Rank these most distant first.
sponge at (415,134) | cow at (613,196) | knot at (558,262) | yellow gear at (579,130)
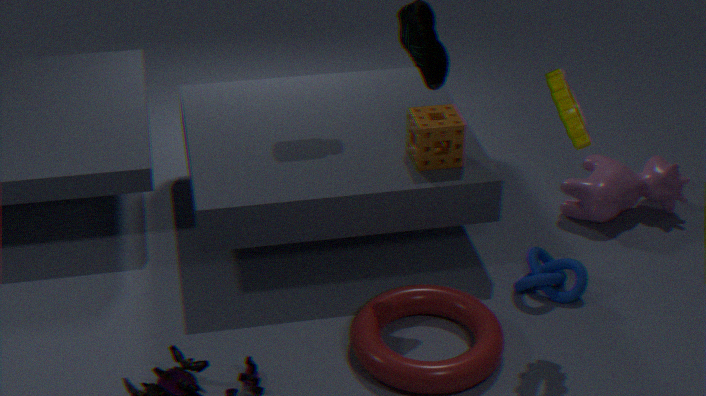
1. cow at (613,196)
2. sponge at (415,134)
3. knot at (558,262)
4. yellow gear at (579,130)
